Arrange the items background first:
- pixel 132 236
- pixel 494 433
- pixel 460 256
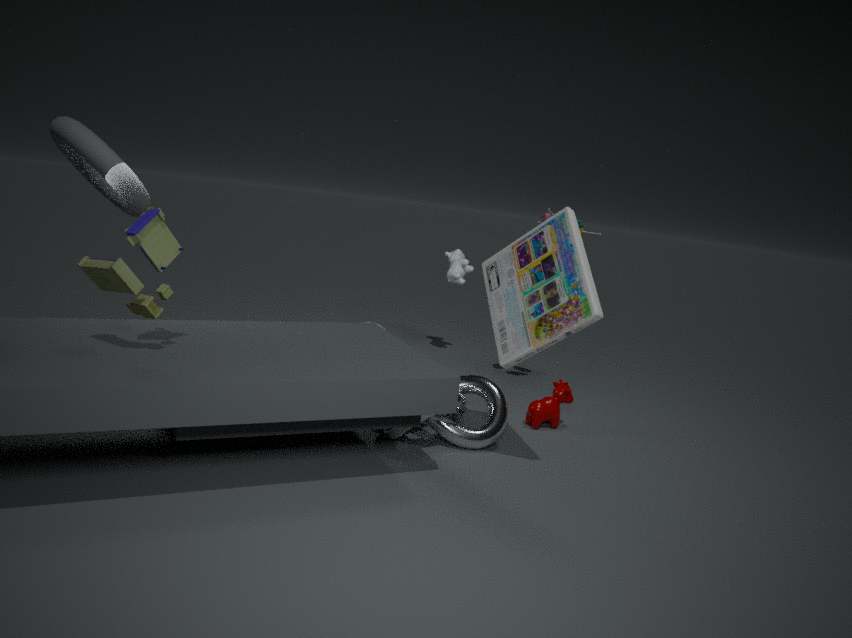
1. pixel 460 256
2. pixel 494 433
3. pixel 132 236
